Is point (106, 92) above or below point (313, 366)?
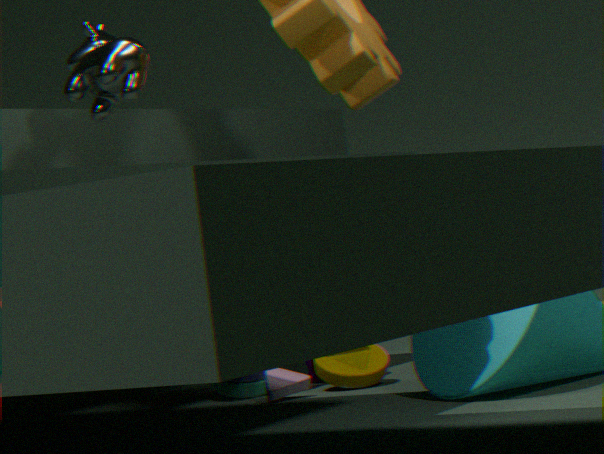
above
